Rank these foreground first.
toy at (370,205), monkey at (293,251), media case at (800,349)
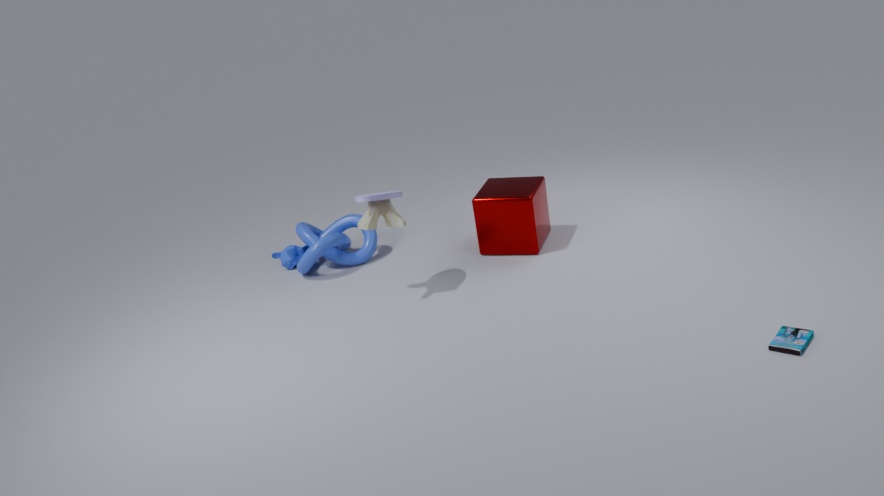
media case at (800,349), toy at (370,205), monkey at (293,251)
